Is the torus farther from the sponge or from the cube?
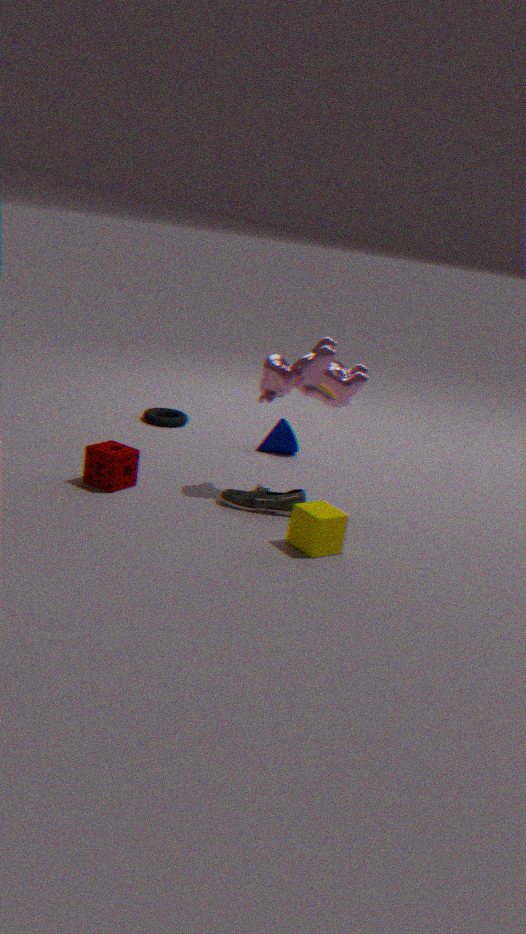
the cube
